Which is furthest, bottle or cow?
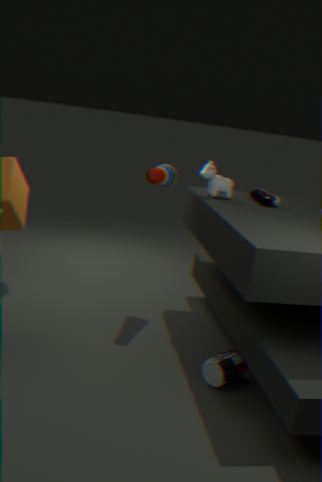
cow
